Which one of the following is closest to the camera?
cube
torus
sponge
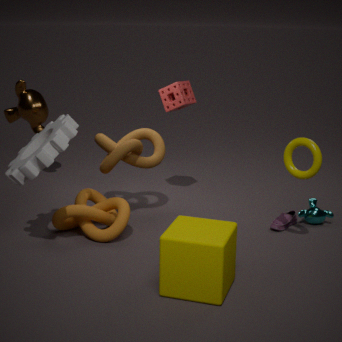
cube
